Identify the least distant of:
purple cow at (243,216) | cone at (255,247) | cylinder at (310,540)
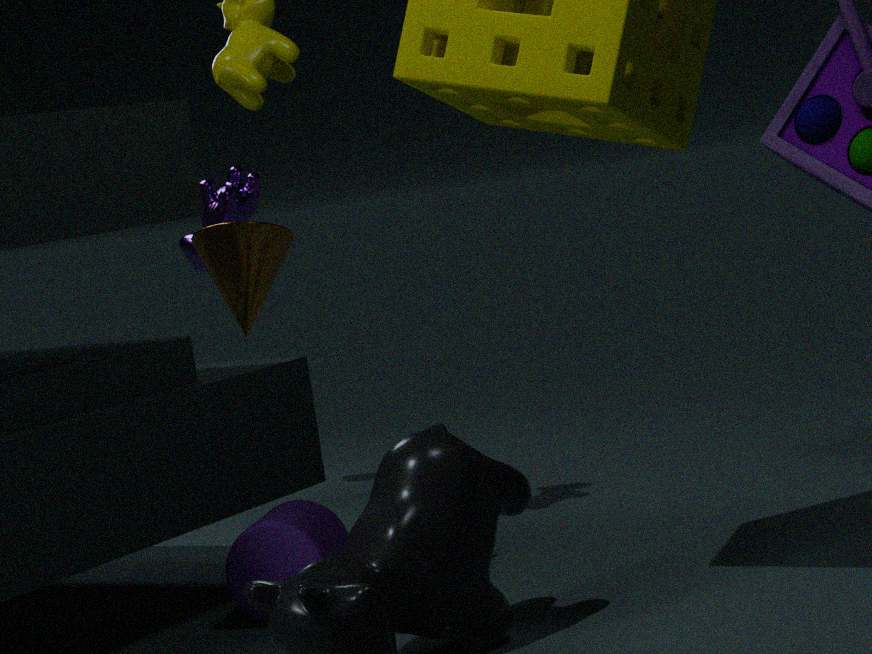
cylinder at (310,540)
